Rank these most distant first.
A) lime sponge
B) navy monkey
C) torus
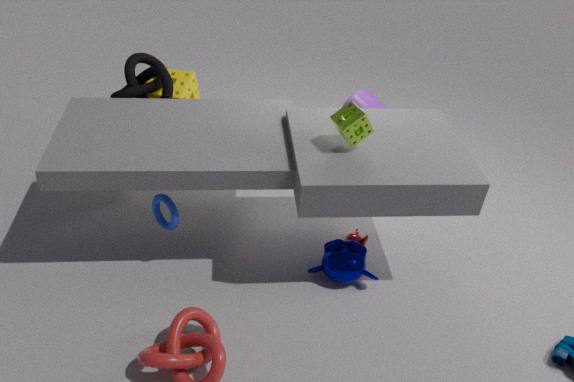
1. navy monkey
2. torus
3. lime sponge
